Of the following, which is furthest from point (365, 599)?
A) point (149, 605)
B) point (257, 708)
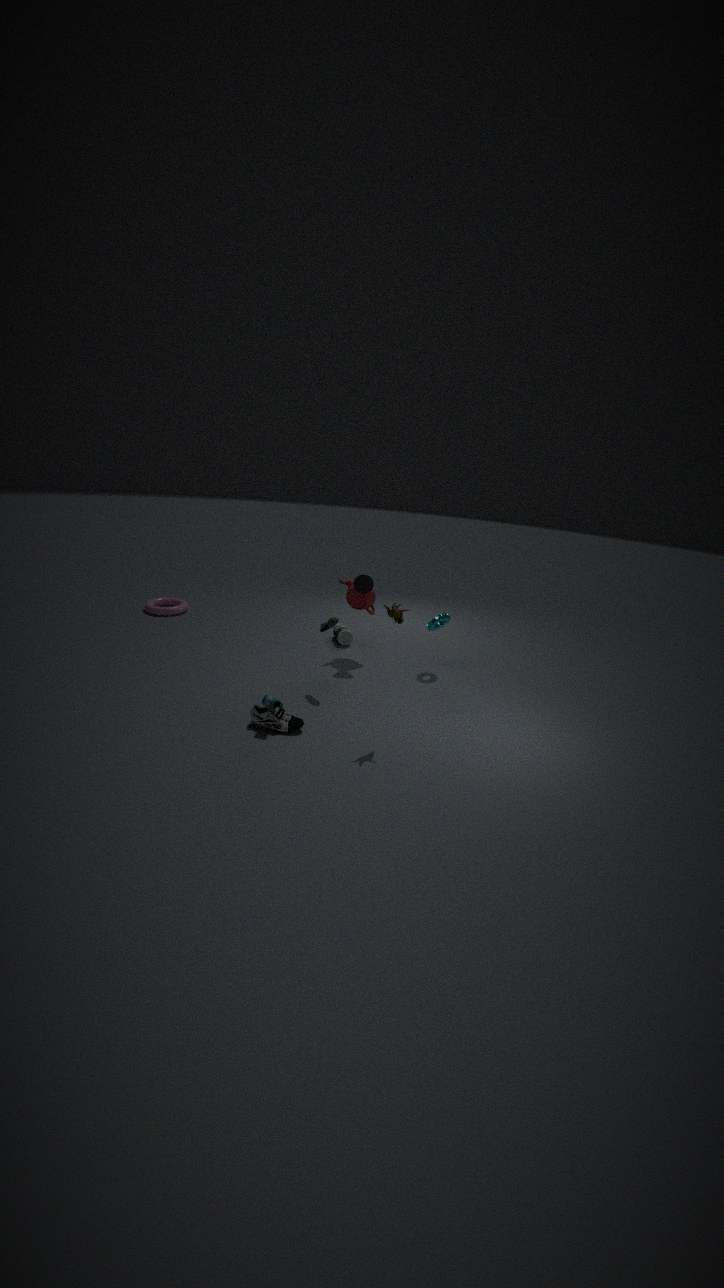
point (149, 605)
